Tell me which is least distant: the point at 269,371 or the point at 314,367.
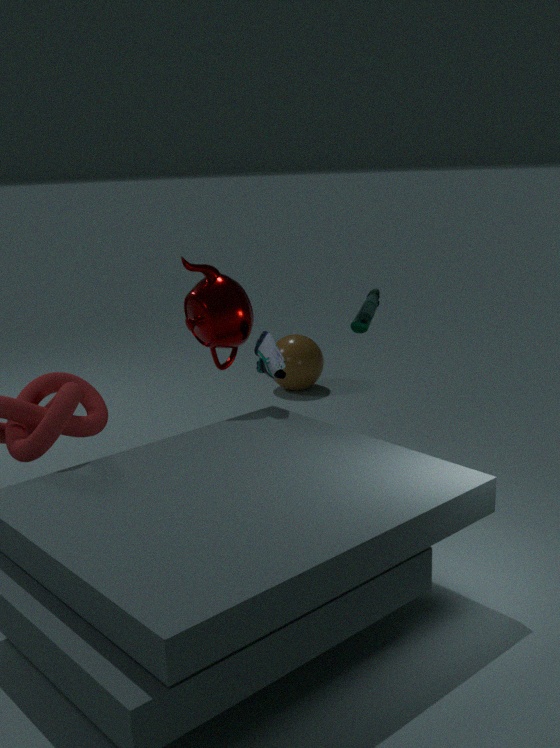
the point at 269,371
